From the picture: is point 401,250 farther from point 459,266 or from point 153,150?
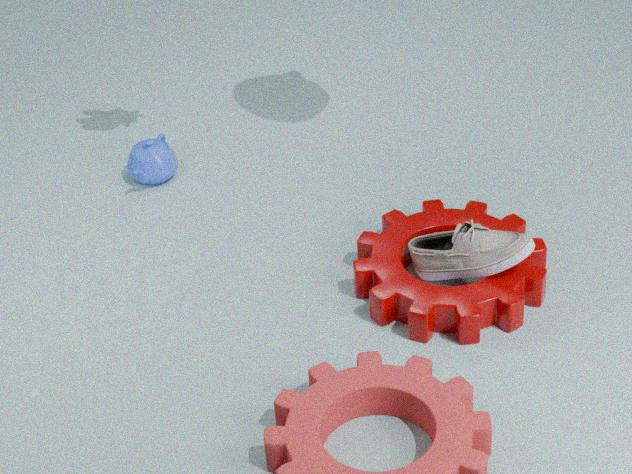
point 153,150
